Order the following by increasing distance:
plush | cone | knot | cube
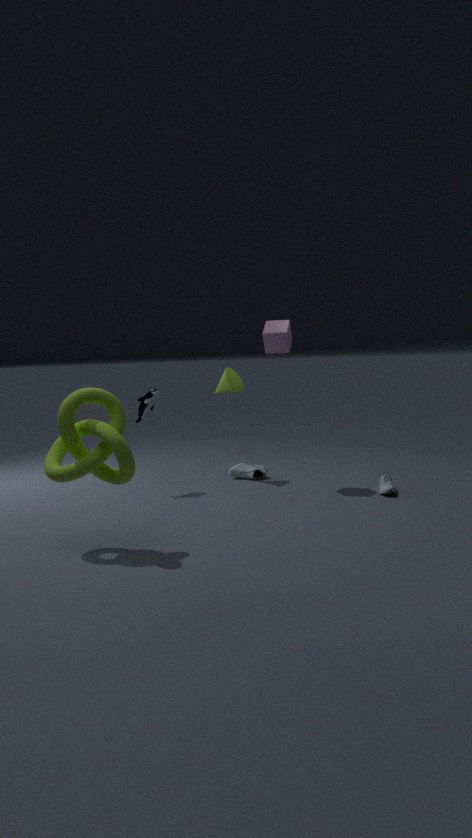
knot < cube < plush < cone
